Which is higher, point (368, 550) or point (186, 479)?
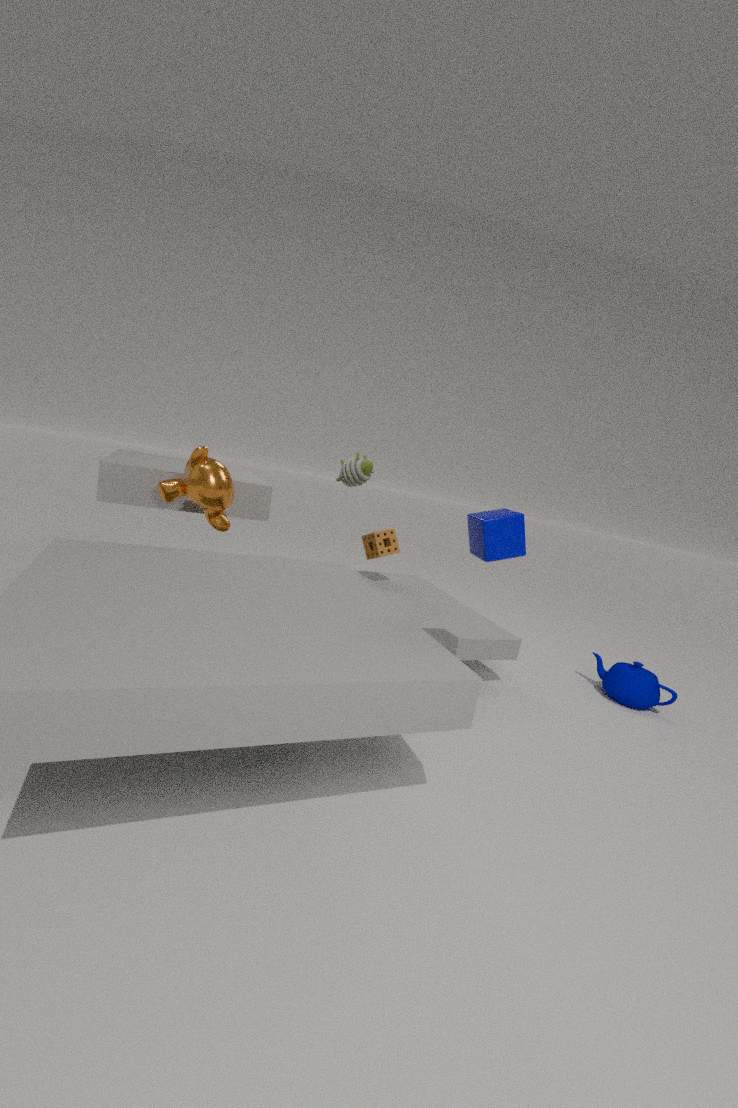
point (186, 479)
